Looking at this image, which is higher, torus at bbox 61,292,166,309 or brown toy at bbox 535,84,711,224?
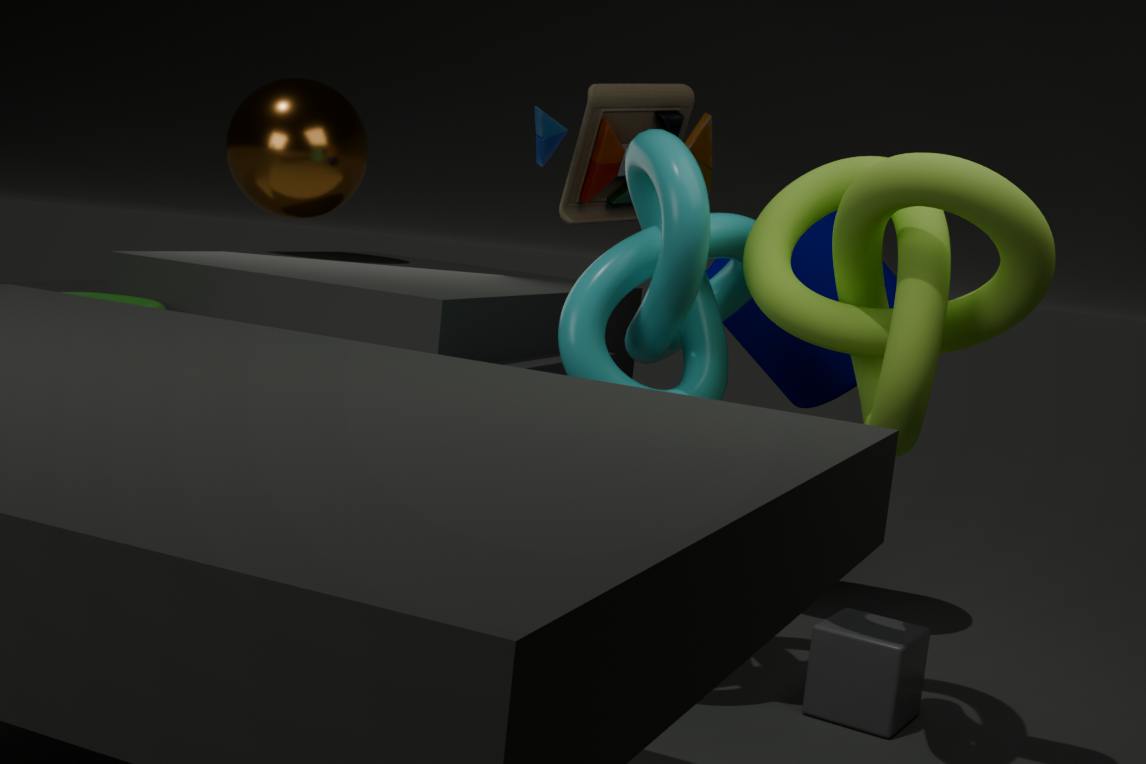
brown toy at bbox 535,84,711,224
